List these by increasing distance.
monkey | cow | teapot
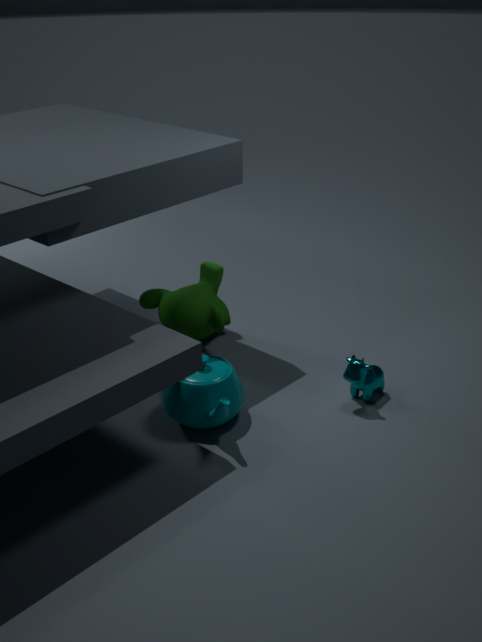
1. teapot
2. cow
3. monkey
